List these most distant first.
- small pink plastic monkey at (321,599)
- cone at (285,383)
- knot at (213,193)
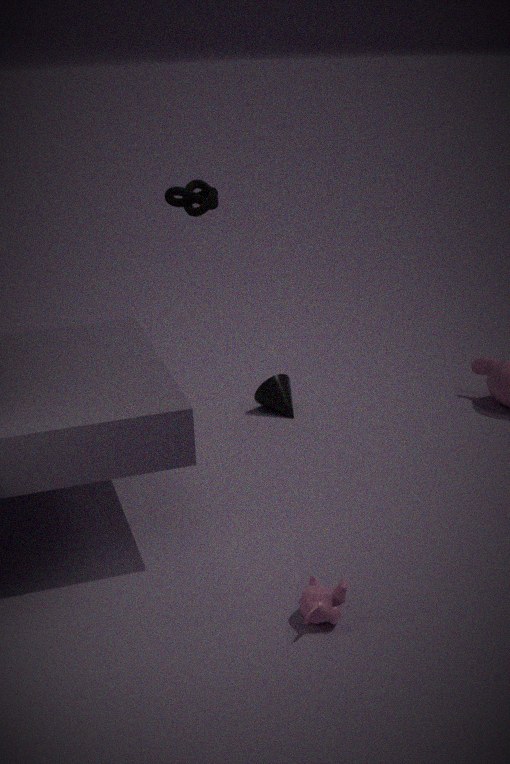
cone at (285,383), knot at (213,193), small pink plastic monkey at (321,599)
